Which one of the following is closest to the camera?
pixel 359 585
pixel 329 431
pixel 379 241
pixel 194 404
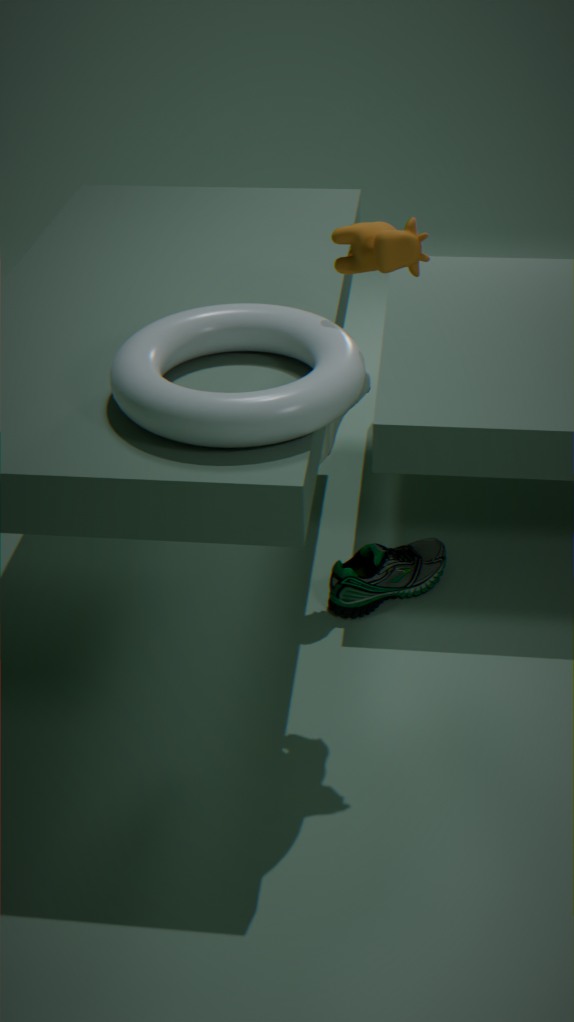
pixel 194 404
